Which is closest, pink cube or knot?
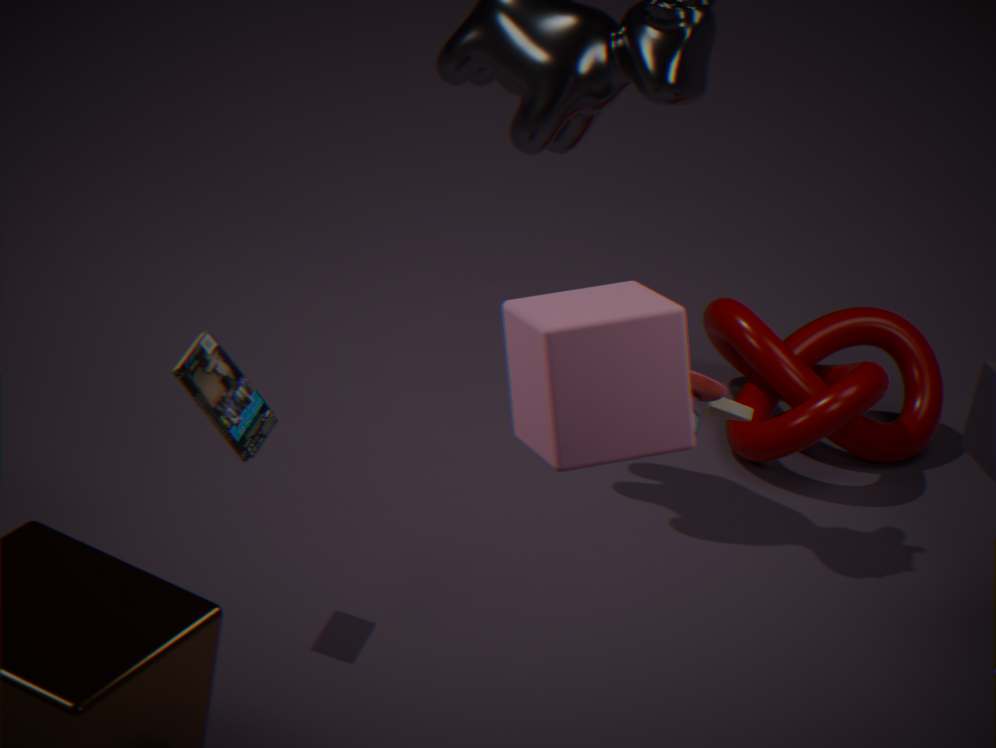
pink cube
